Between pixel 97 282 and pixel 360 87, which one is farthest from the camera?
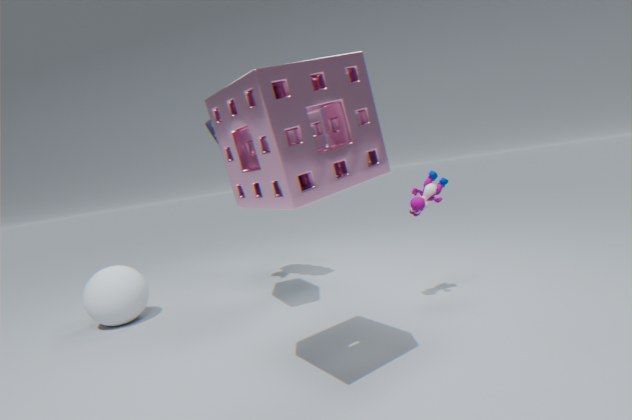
pixel 97 282
